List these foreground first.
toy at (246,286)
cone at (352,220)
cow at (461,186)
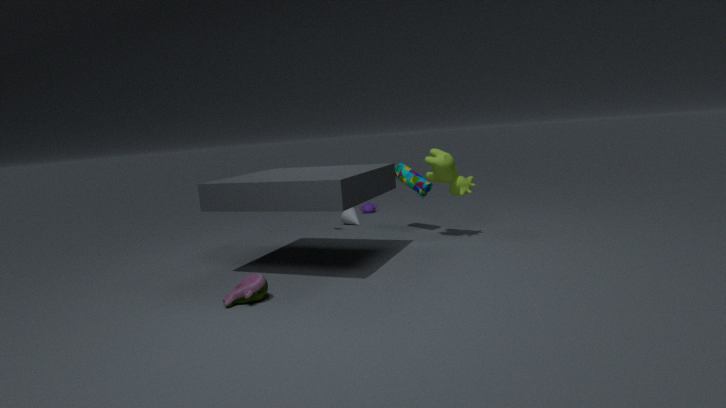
1. toy at (246,286)
2. cow at (461,186)
3. cone at (352,220)
